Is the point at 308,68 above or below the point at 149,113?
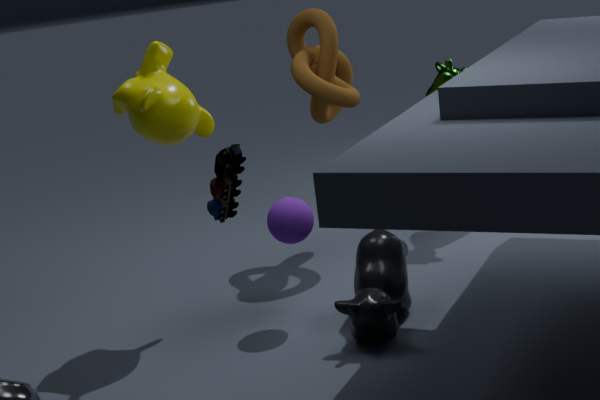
below
